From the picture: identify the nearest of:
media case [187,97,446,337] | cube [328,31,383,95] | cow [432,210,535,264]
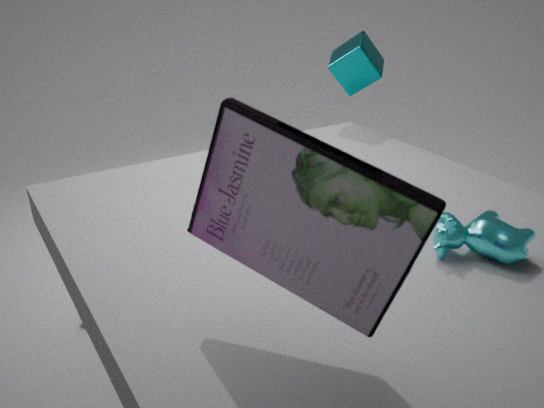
media case [187,97,446,337]
